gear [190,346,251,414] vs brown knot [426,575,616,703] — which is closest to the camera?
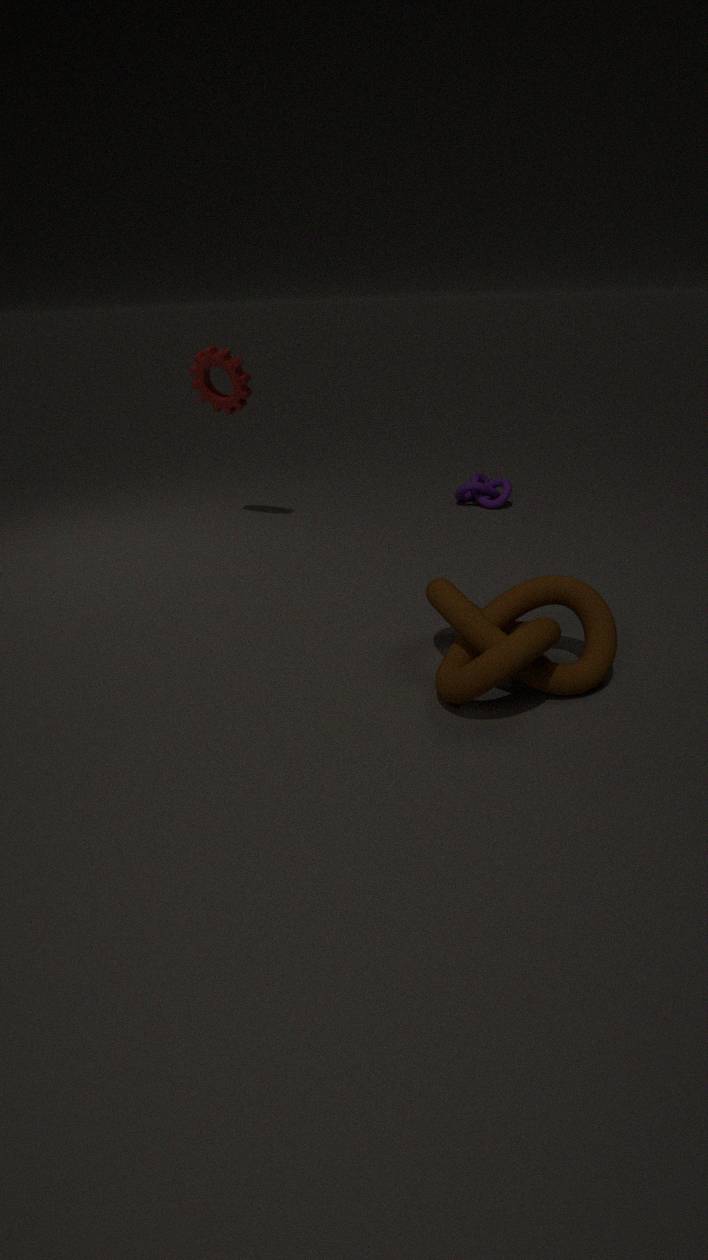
brown knot [426,575,616,703]
